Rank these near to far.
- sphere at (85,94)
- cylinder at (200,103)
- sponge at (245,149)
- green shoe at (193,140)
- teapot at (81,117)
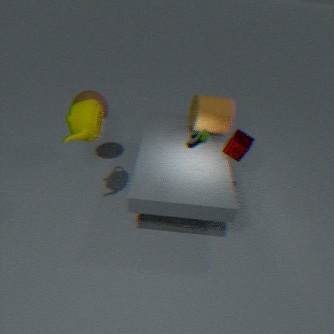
1. green shoe at (193,140)
2. teapot at (81,117)
3. sponge at (245,149)
4. cylinder at (200,103)
5. sphere at (85,94)
